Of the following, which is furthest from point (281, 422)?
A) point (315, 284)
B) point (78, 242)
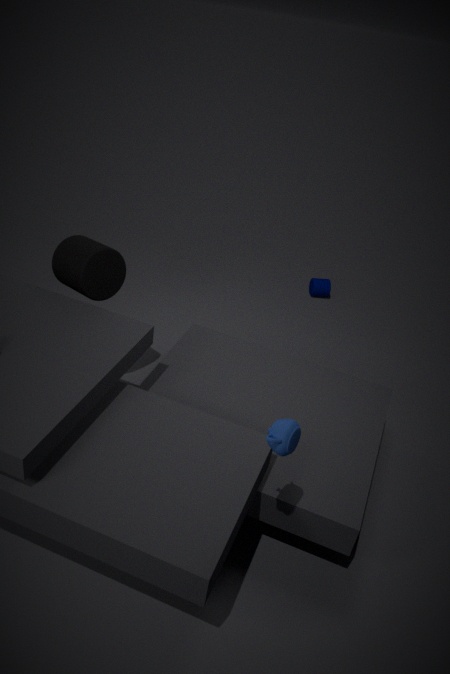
point (315, 284)
